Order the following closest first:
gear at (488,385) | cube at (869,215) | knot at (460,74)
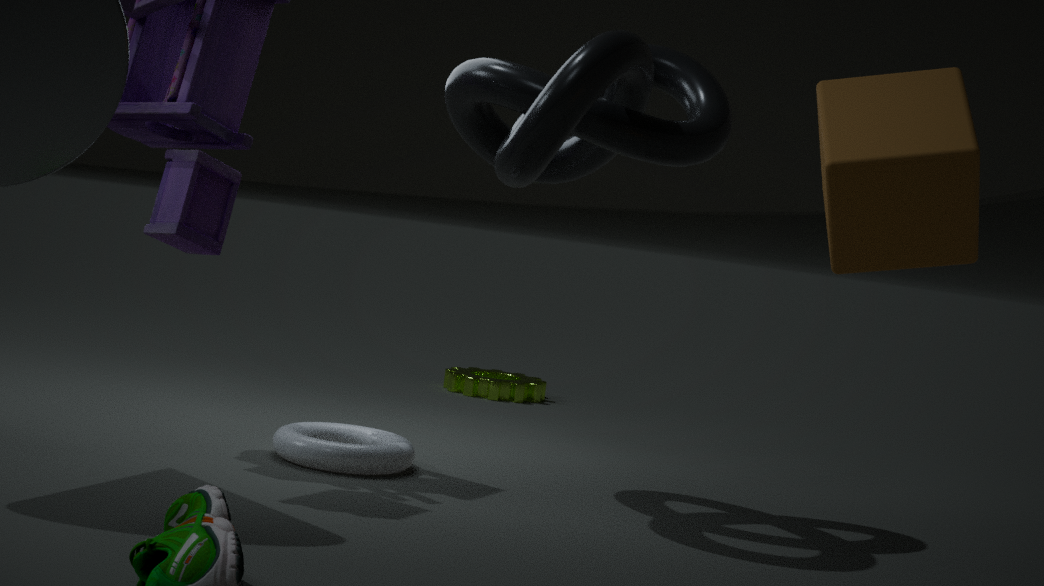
cube at (869,215) < knot at (460,74) < gear at (488,385)
